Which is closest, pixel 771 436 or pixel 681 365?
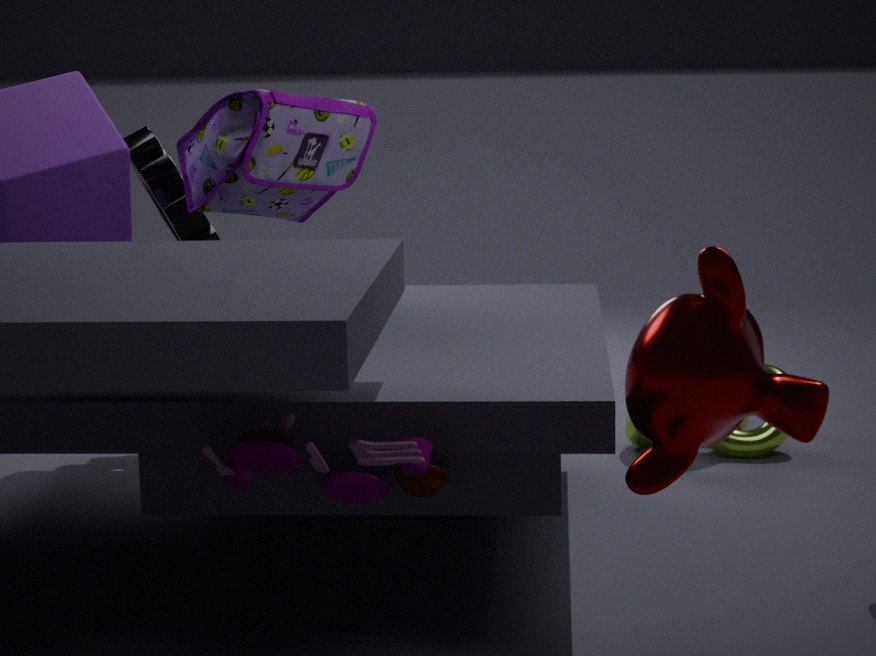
pixel 681 365
